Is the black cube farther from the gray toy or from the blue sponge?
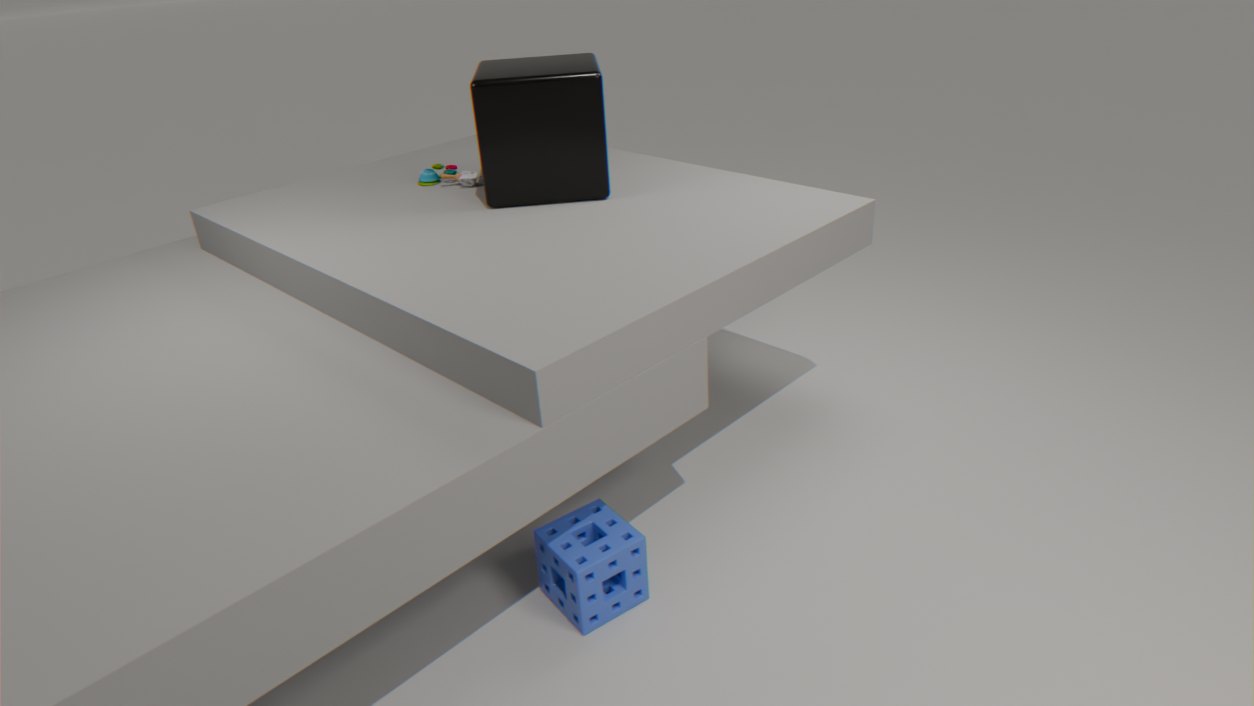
the blue sponge
